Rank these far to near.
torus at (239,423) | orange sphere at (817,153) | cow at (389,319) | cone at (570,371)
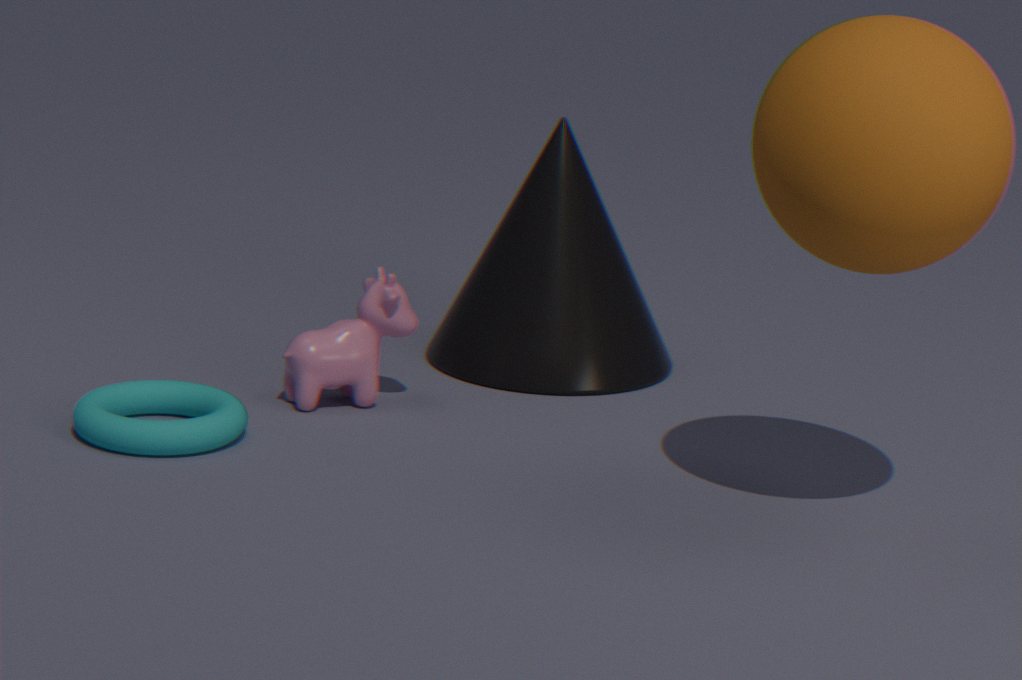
cone at (570,371)
cow at (389,319)
torus at (239,423)
orange sphere at (817,153)
